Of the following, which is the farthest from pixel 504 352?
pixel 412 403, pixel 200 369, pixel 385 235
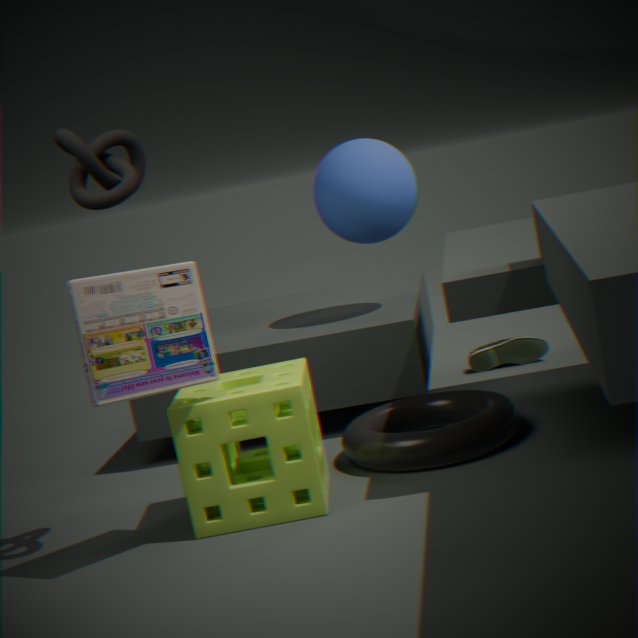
pixel 200 369
